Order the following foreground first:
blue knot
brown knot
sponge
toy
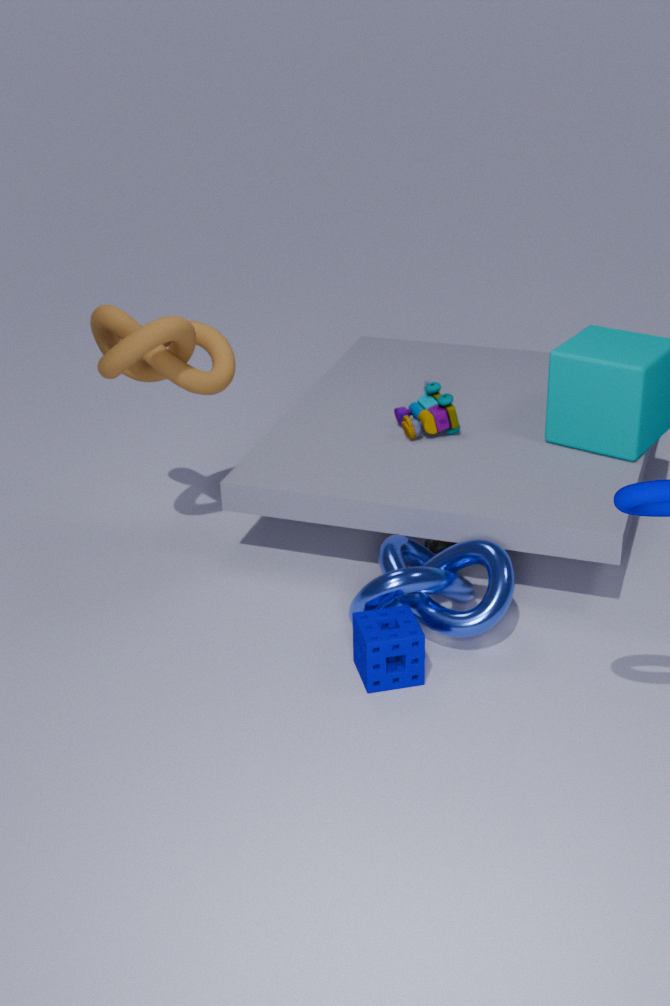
sponge, blue knot, brown knot, toy
